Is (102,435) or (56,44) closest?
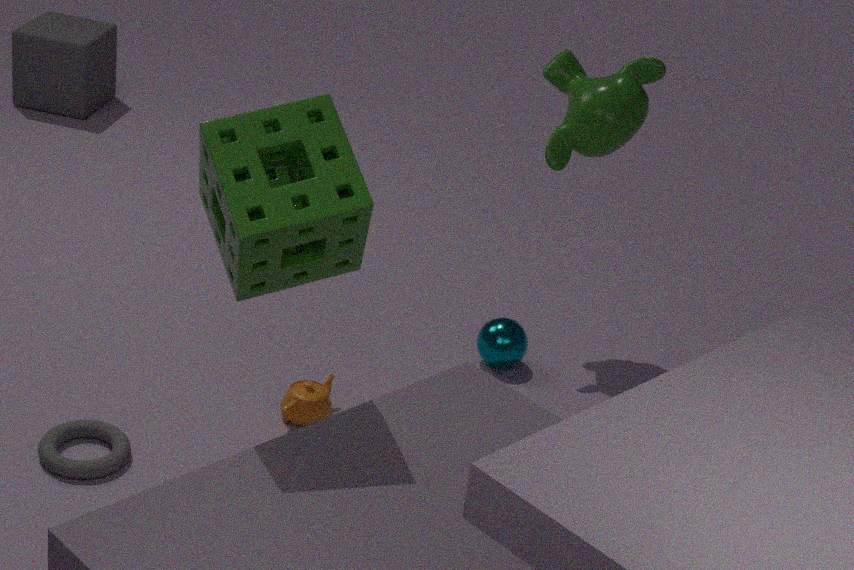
(102,435)
